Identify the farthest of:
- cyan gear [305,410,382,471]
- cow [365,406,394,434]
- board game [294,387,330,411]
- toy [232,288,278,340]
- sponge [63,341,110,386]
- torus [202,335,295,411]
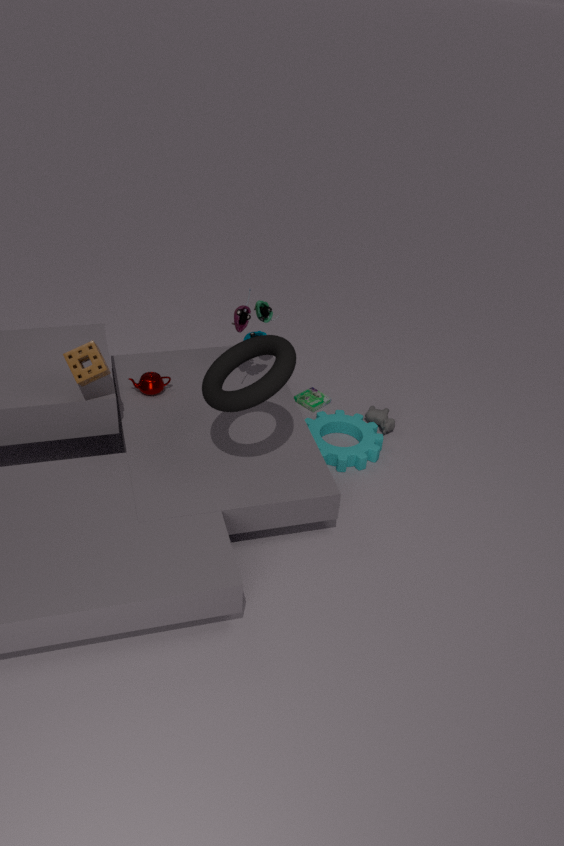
board game [294,387,330,411]
